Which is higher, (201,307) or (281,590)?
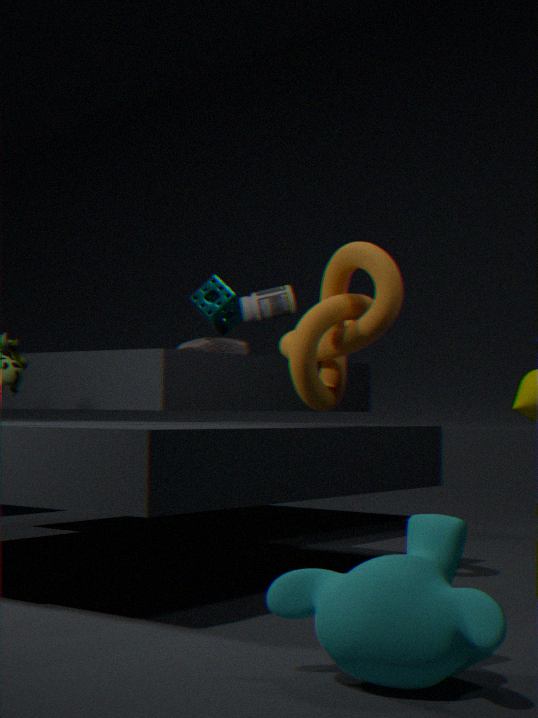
(201,307)
